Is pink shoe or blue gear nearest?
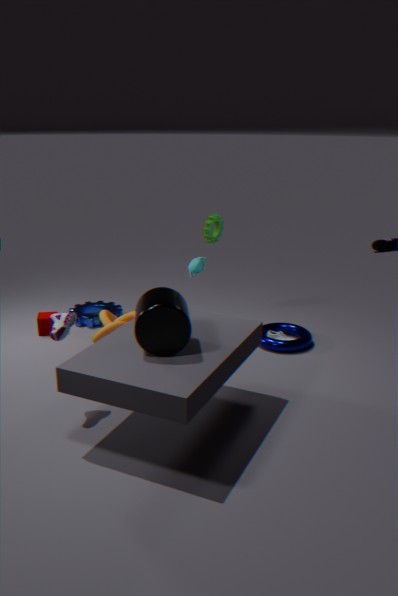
pink shoe
